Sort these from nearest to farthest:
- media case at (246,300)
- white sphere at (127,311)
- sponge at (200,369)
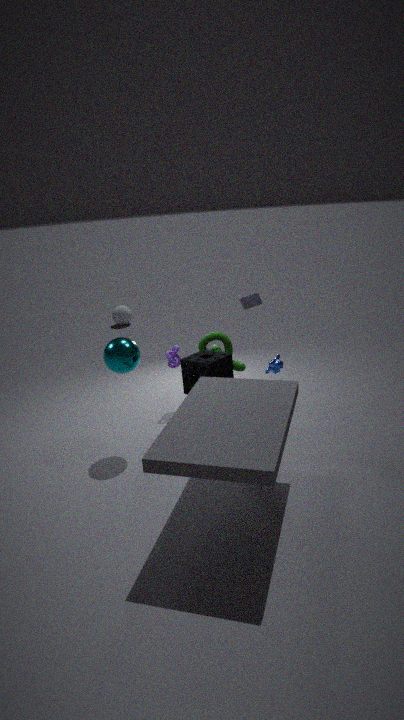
sponge at (200,369) → media case at (246,300) → white sphere at (127,311)
